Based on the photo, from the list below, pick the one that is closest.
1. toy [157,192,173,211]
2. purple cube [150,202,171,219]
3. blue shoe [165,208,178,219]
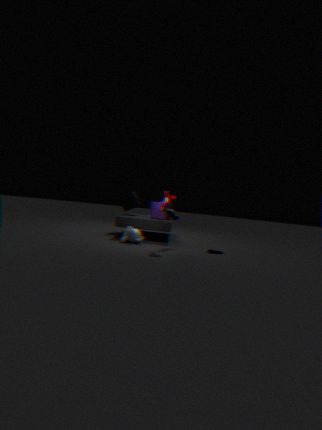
toy [157,192,173,211]
